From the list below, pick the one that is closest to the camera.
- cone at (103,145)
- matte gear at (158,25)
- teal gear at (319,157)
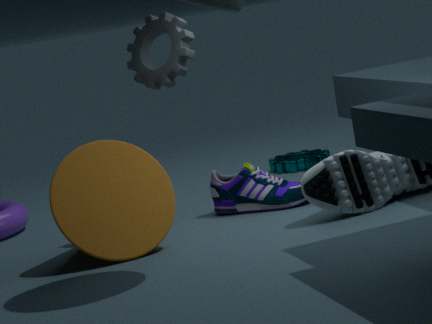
cone at (103,145)
